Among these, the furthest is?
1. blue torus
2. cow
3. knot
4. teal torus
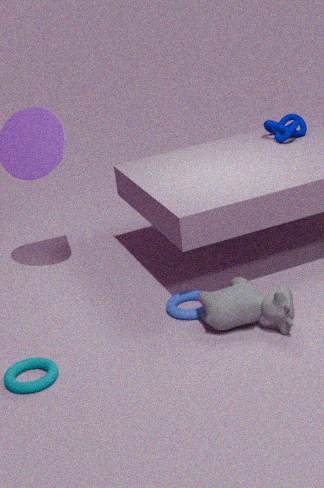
knot
